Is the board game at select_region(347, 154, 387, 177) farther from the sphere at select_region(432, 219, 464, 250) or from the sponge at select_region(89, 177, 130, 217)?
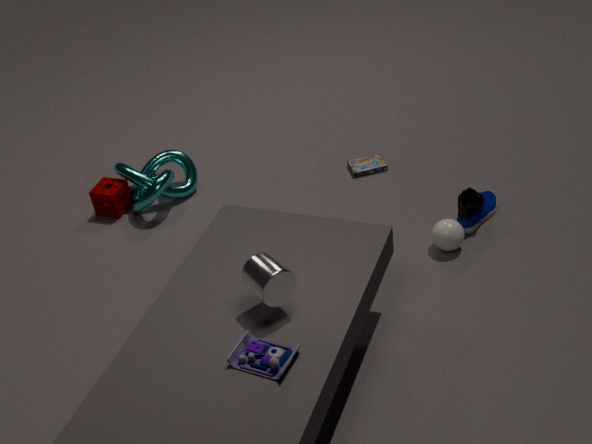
the sponge at select_region(89, 177, 130, 217)
